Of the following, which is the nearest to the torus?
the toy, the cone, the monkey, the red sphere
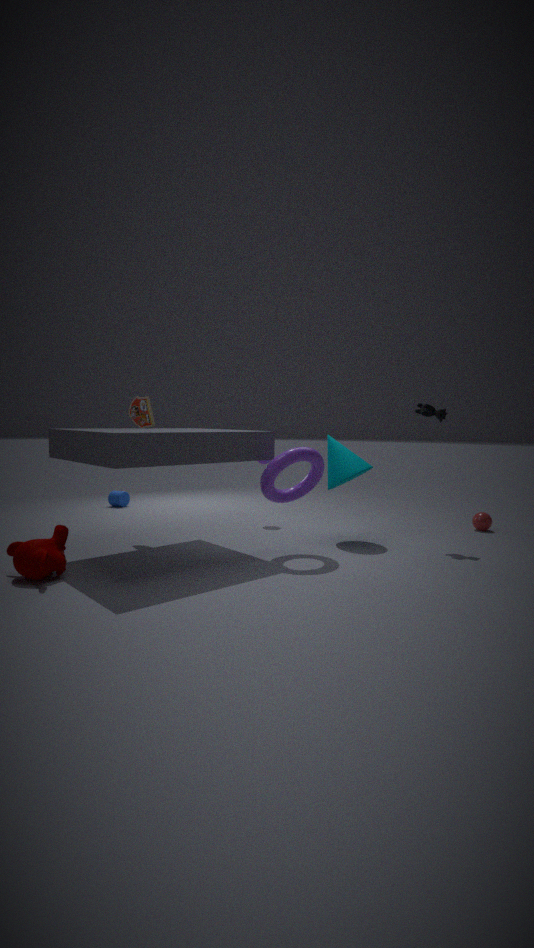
the cone
